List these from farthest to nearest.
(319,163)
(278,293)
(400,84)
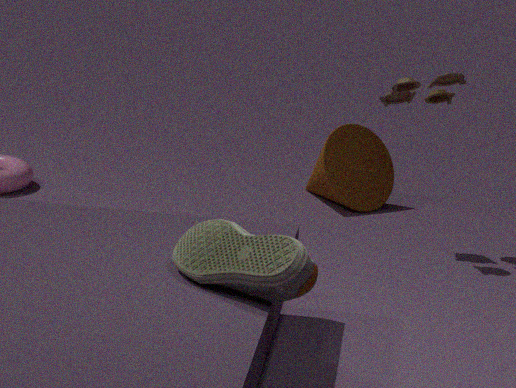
(319,163) < (400,84) < (278,293)
